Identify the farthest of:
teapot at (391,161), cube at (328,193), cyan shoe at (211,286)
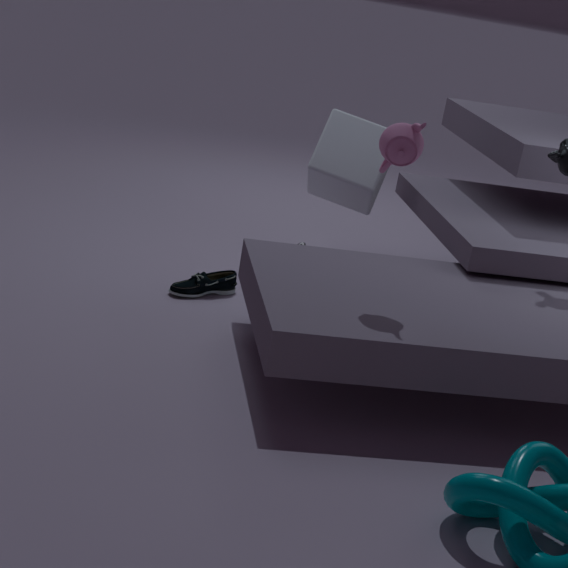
cube at (328,193)
